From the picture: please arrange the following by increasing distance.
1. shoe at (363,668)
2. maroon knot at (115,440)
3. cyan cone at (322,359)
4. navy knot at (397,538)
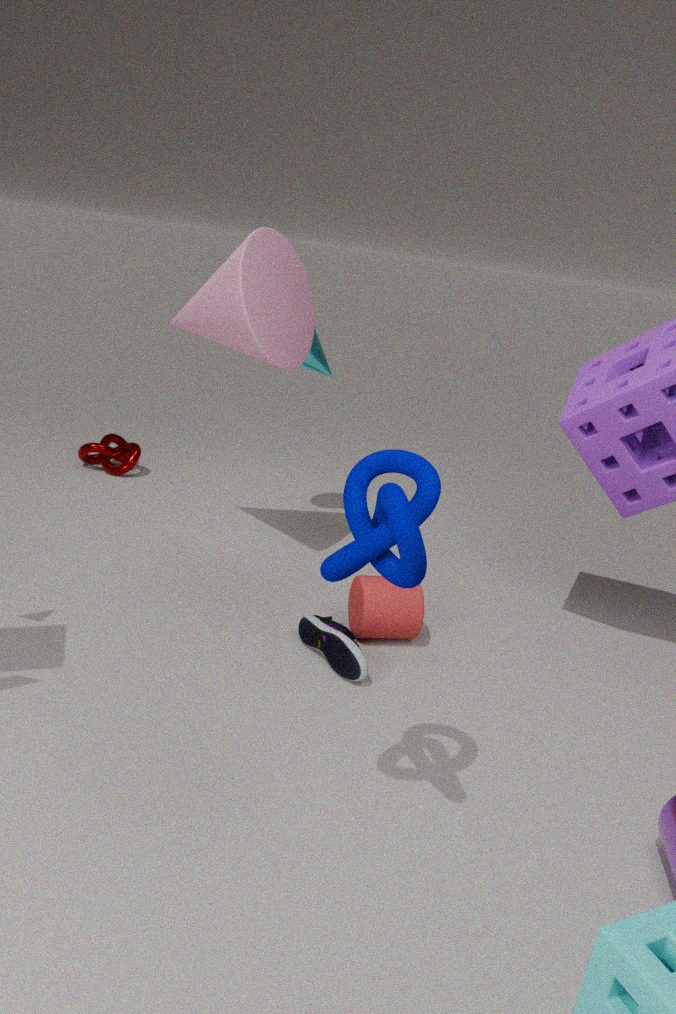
1. navy knot at (397,538)
2. shoe at (363,668)
3. cyan cone at (322,359)
4. maroon knot at (115,440)
